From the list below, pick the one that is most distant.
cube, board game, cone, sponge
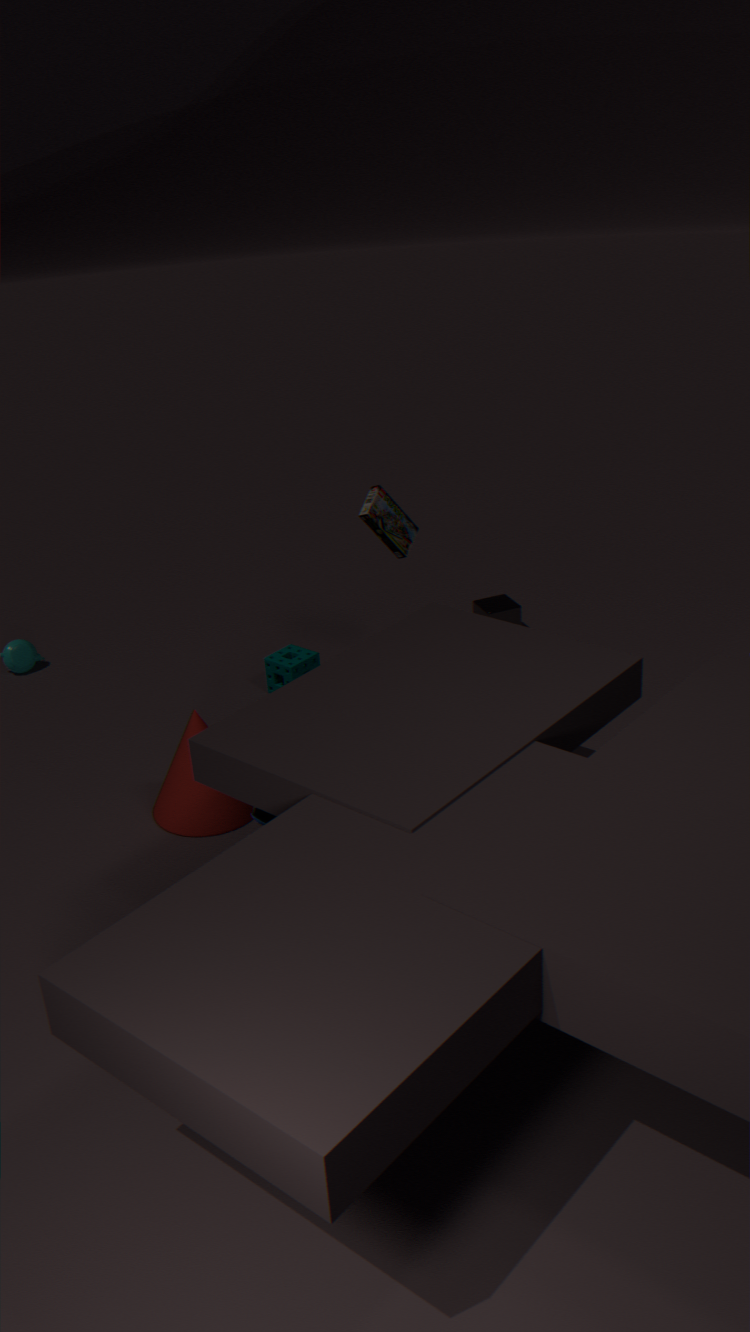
cube
